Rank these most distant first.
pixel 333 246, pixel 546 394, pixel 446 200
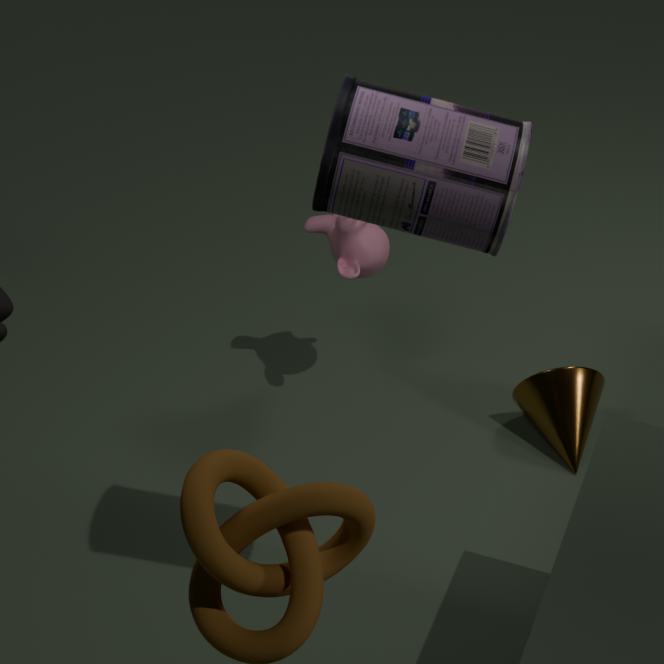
pixel 546 394, pixel 333 246, pixel 446 200
